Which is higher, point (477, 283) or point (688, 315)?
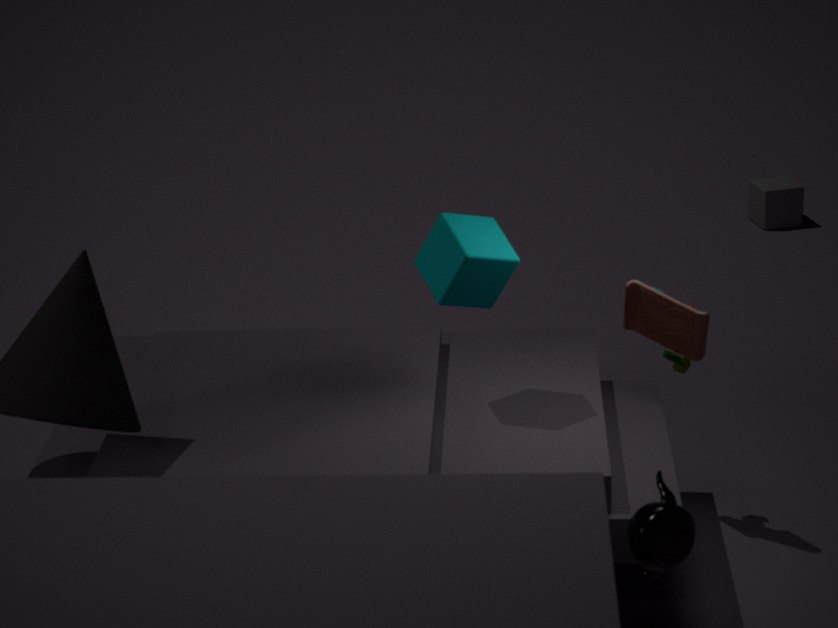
point (477, 283)
